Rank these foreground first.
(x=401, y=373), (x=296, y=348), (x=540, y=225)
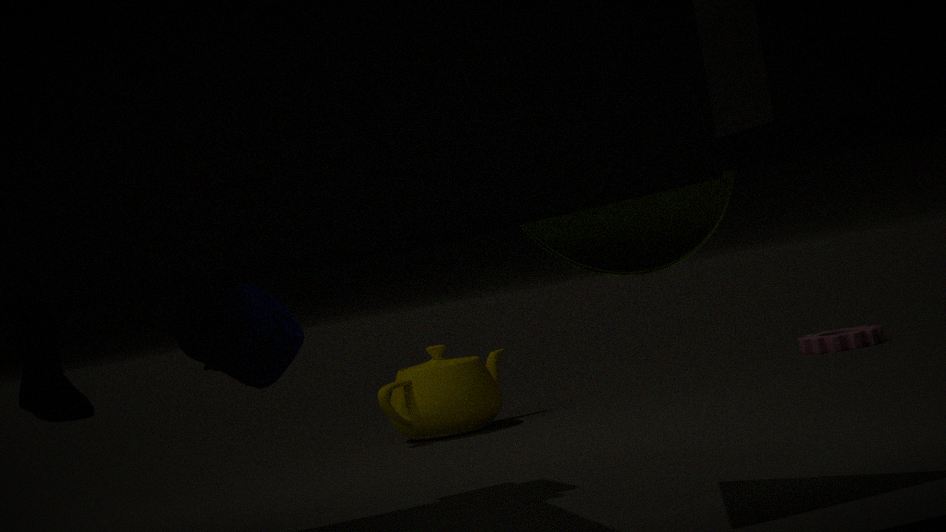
(x=540, y=225), (x=296, y=348), (x=401, y=373)
